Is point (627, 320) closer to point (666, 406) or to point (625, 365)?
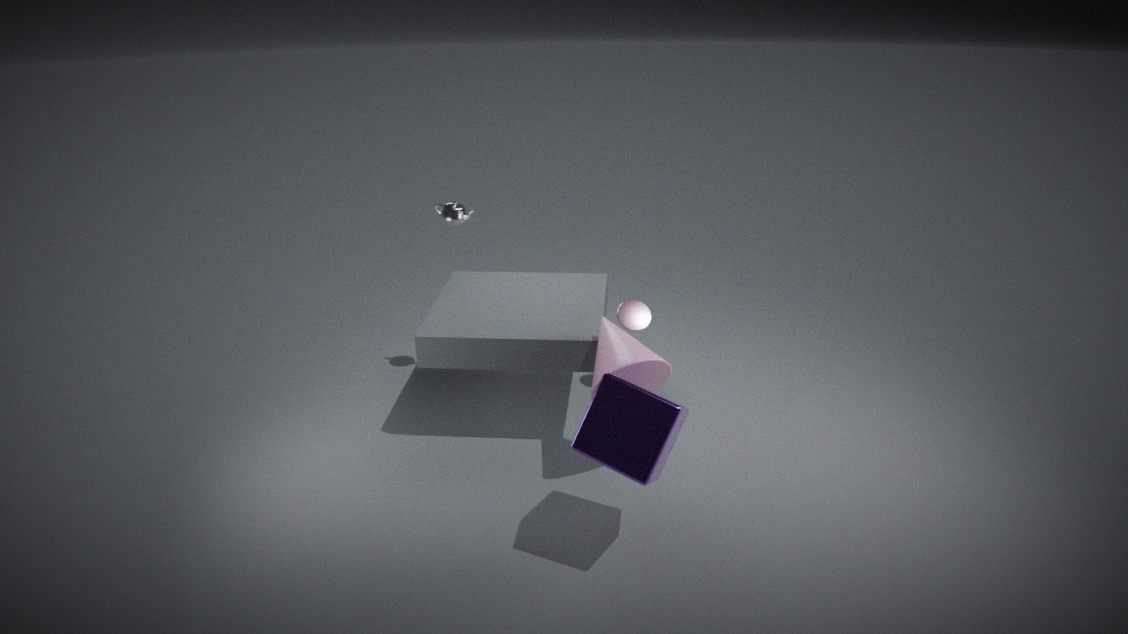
point (625, 365)
